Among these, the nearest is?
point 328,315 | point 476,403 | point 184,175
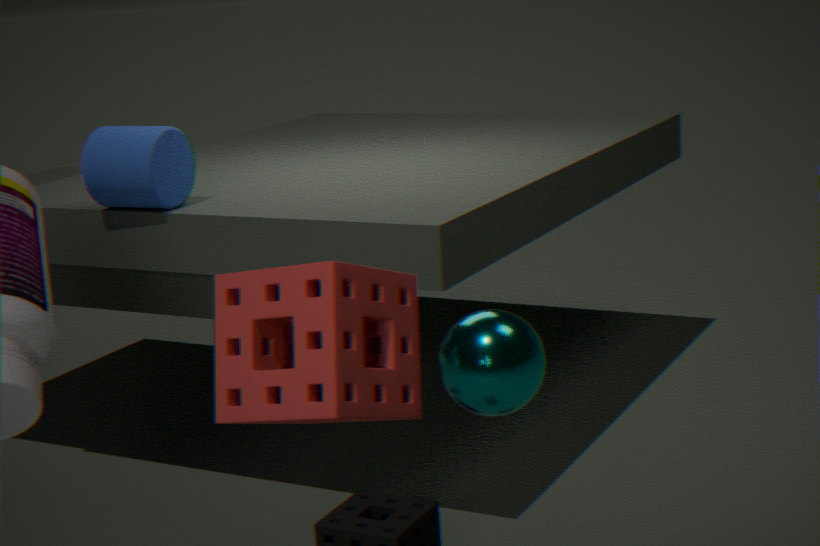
point 328,315
